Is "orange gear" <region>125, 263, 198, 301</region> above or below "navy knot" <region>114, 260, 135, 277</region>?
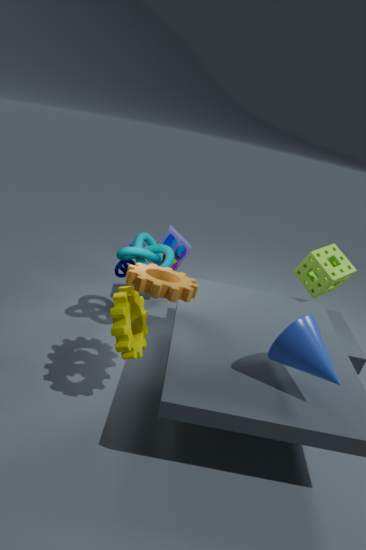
above
